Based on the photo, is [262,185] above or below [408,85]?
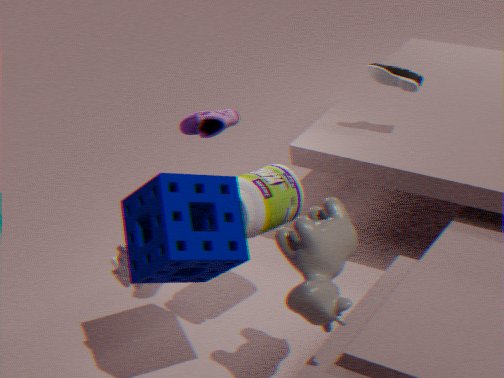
below
